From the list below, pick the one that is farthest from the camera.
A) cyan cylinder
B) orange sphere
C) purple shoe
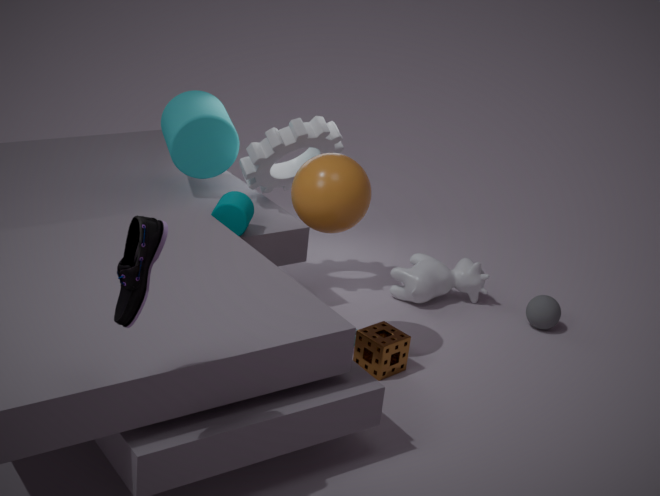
cyan cylinder
